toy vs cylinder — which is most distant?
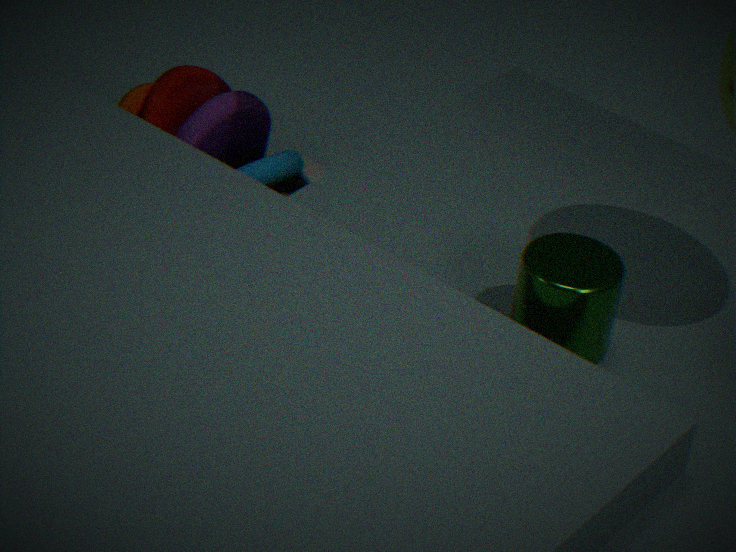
toy
